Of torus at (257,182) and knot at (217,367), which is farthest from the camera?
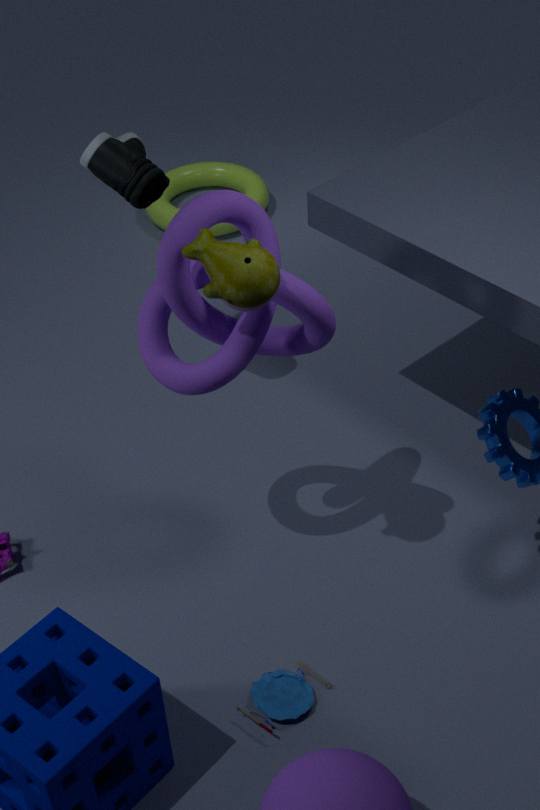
torus at (257,182)
